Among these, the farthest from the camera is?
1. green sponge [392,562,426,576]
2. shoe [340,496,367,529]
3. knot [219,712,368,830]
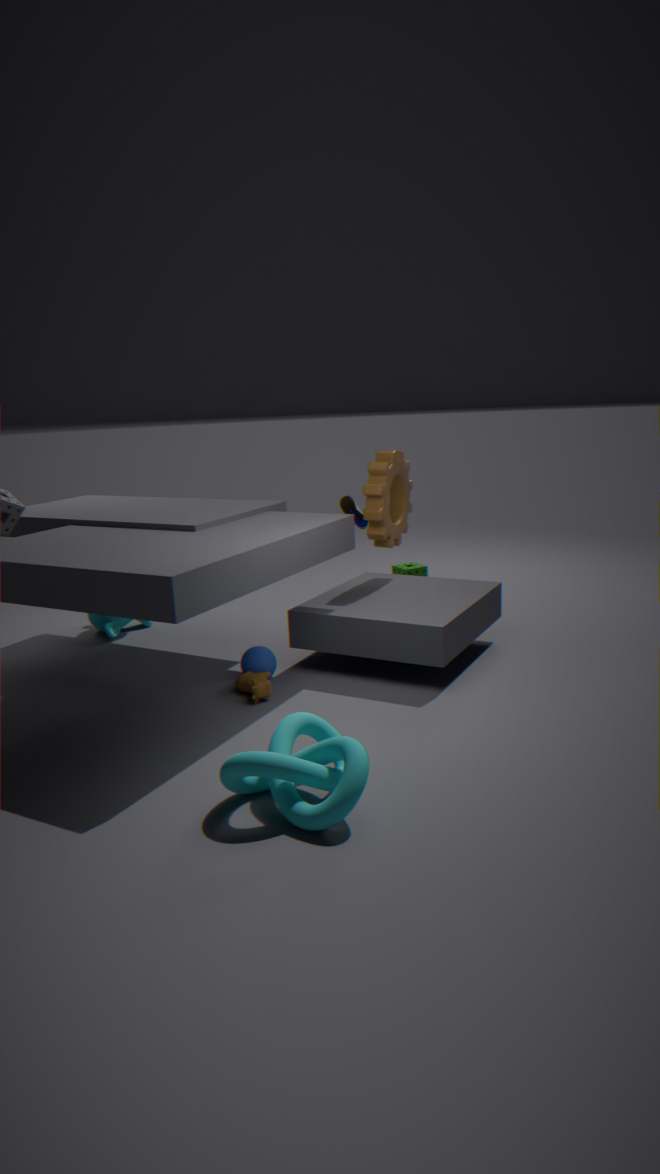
green sponge [392,562,426,576]
